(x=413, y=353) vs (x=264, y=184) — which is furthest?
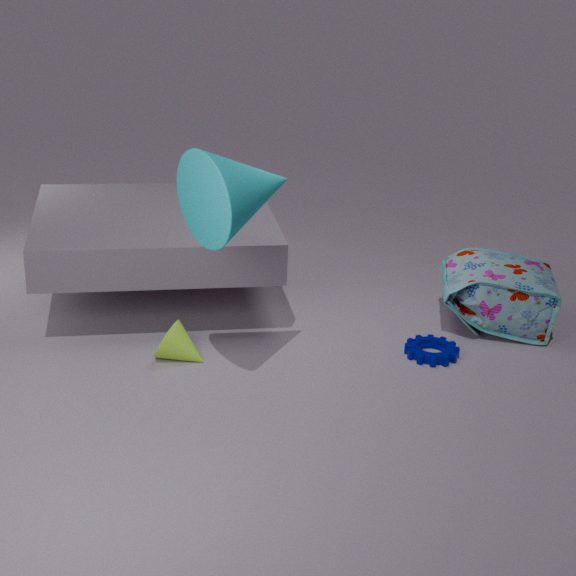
(x=413, y=353)
